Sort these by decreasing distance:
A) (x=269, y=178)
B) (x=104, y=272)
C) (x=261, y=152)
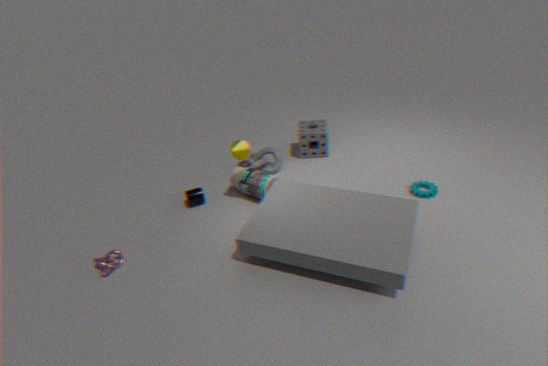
1. (x=261, y=152)
2. (x=269, y=178)
3. (x=104, y=272)
